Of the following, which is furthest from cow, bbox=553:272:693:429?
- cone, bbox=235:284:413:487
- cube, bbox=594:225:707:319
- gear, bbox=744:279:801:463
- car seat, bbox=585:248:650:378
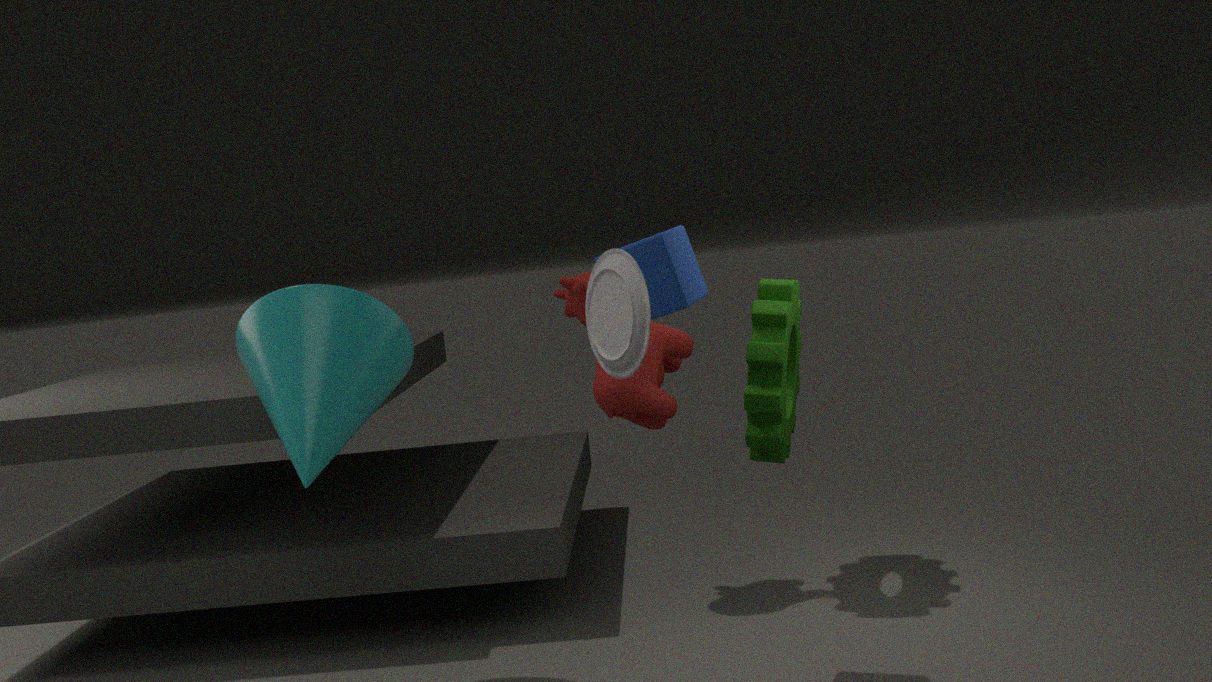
car seat, bbox=585:248:650:378
